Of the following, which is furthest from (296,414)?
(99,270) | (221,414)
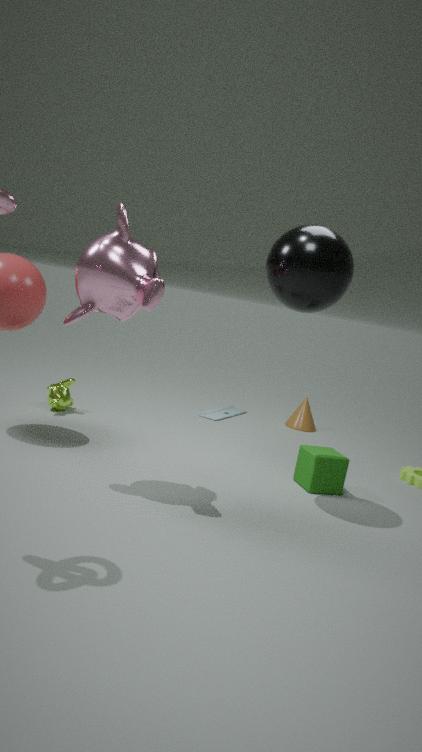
(99,270)
